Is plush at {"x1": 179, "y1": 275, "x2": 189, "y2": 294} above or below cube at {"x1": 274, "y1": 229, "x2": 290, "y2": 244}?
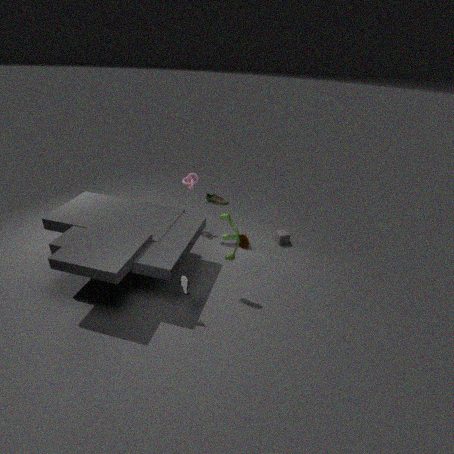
above
